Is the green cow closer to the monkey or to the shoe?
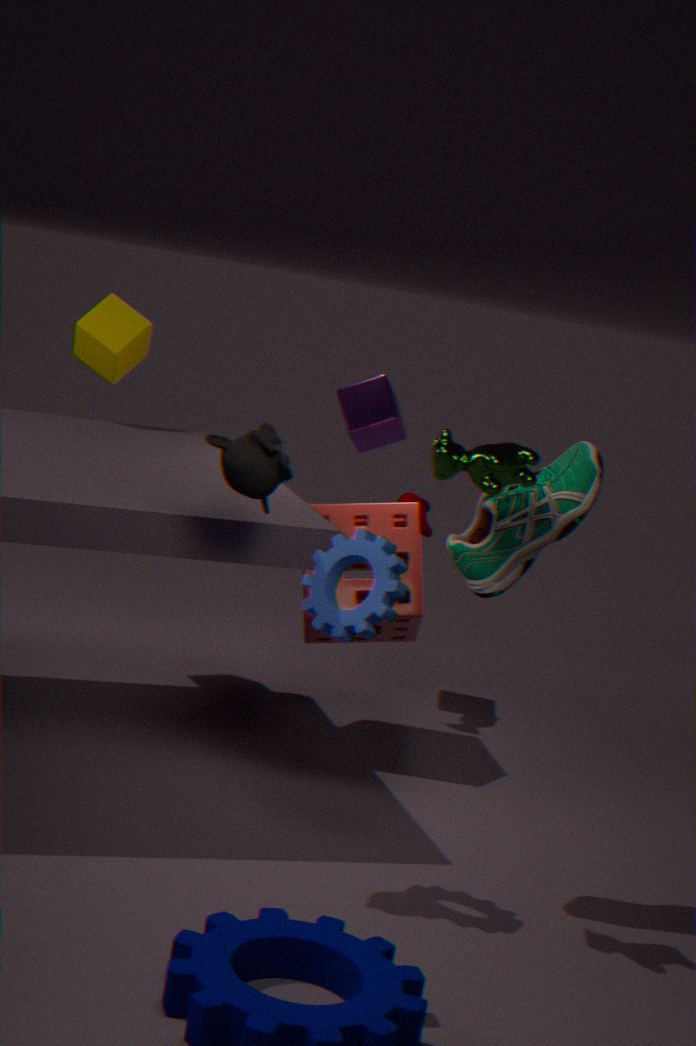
the shoe
